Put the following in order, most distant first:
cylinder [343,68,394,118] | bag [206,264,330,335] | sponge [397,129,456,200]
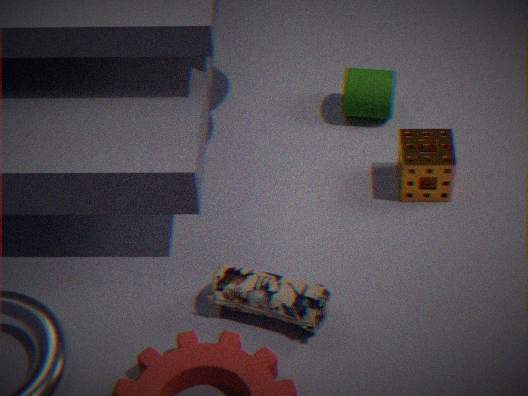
1. cylinder [343,68,394,118]
2. sponge [397,129,456,200]
3. bag [206,264,330,335]
